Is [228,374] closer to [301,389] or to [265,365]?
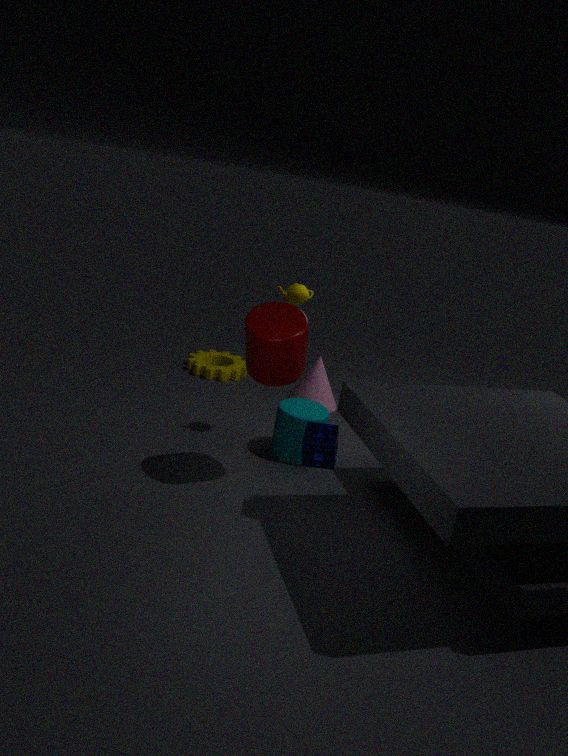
[301,389]
